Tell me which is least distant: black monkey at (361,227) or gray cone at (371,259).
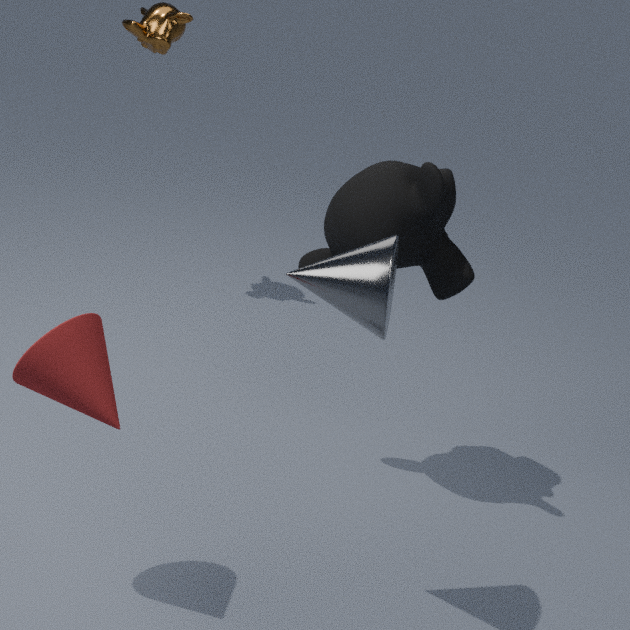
gray cone at (371,259)
